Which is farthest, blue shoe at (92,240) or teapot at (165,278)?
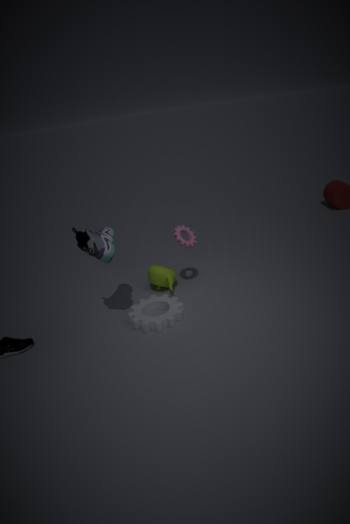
teapot at (165,278)
